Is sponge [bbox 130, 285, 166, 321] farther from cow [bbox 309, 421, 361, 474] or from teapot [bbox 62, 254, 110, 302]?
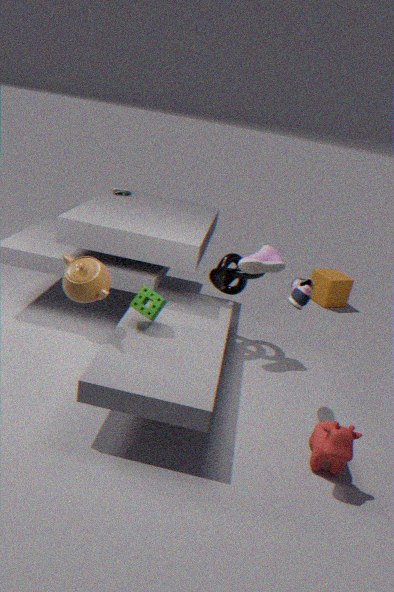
cow [bbox 309, 421, 361, 474]
